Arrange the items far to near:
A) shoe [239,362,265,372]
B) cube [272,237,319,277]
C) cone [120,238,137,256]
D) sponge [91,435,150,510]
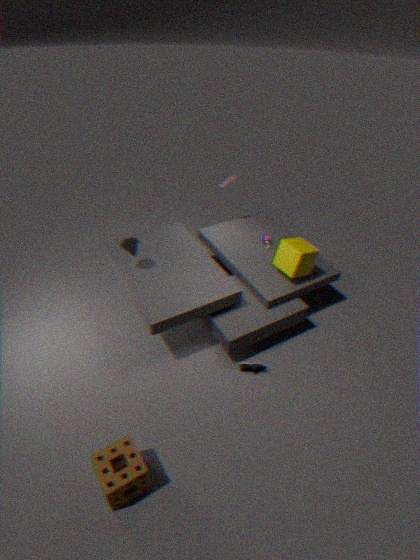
1. cube [272,237,319,277]
2. cone [120,238,137,256]
3. shoe [239,362,265,372]
4. sponge [91,435,150,510]
